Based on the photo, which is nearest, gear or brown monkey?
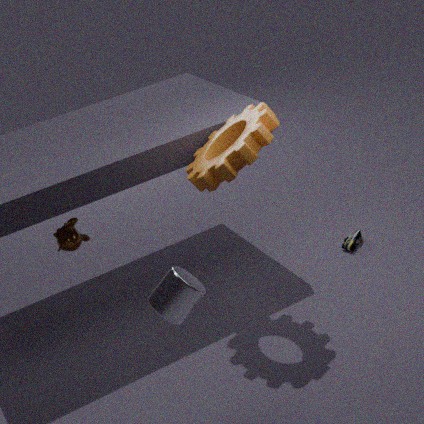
gear
